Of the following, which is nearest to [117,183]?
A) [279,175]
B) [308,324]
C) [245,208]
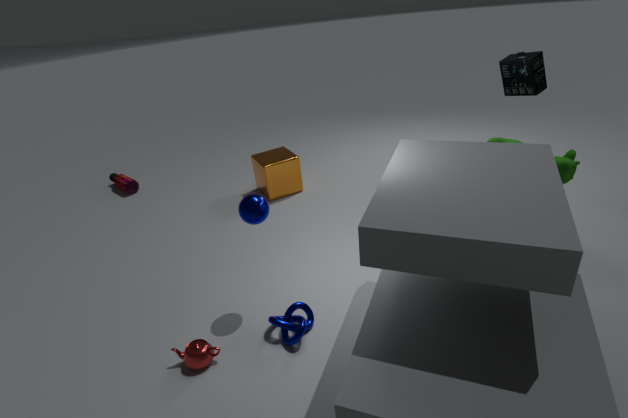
[279,175]
